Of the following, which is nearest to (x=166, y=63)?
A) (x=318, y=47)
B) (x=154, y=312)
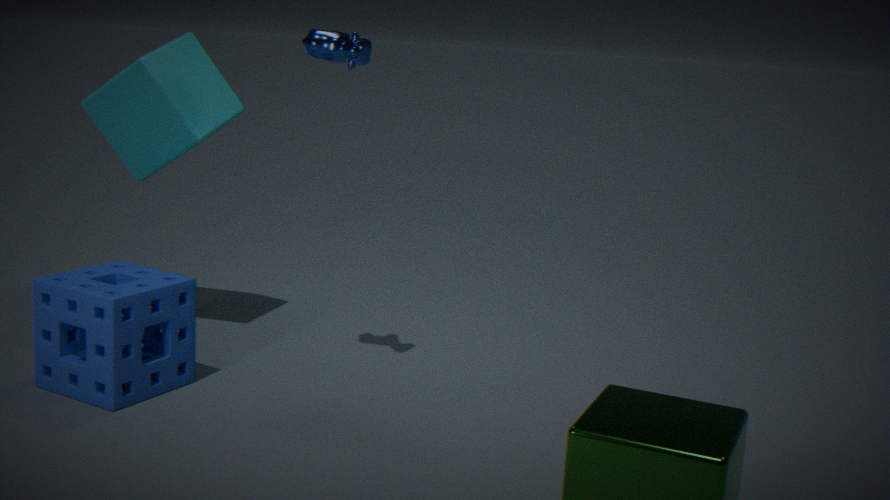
(x=318, y=47)
